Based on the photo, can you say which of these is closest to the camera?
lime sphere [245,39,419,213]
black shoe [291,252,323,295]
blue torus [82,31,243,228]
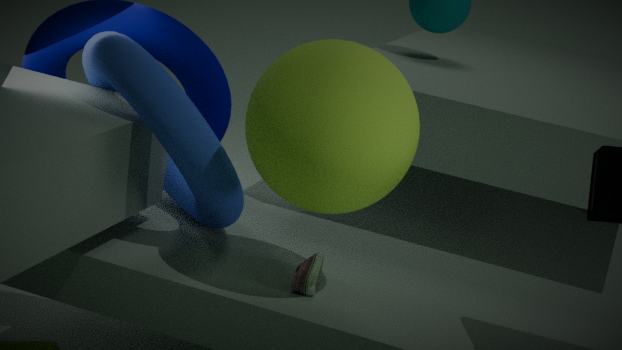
lime sphere [245,39,419,213]
